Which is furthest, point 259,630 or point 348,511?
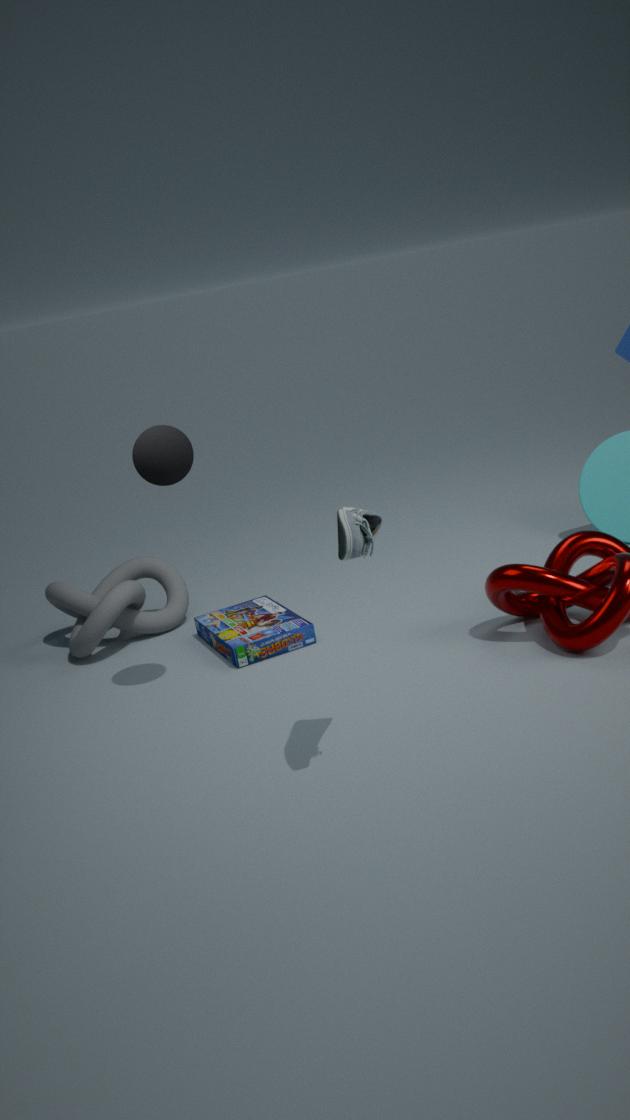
point 259,630
